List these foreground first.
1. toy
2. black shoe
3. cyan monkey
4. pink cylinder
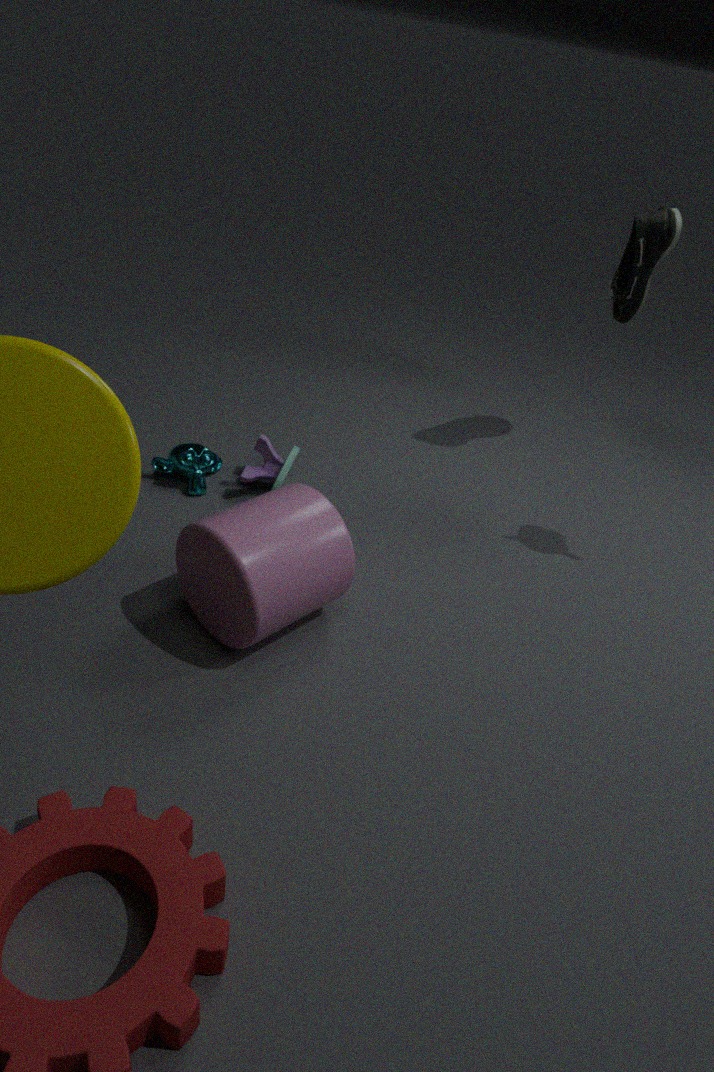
pink cylinder < black shoe < toy < cyan monkey
